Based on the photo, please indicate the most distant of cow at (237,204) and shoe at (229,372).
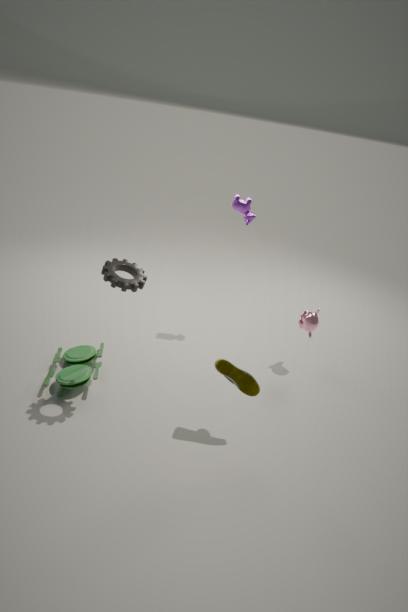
cow at (237,204)
